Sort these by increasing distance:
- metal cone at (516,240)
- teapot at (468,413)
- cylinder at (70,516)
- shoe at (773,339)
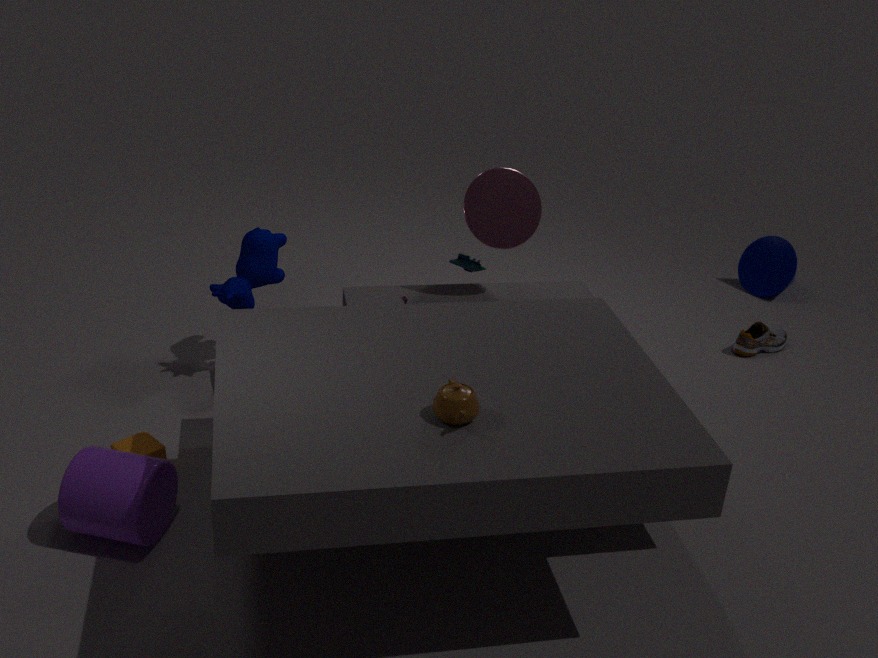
teapot at (468,413), cylinder at (70,516), metal cone at (516,240), shoe at (773,339)
